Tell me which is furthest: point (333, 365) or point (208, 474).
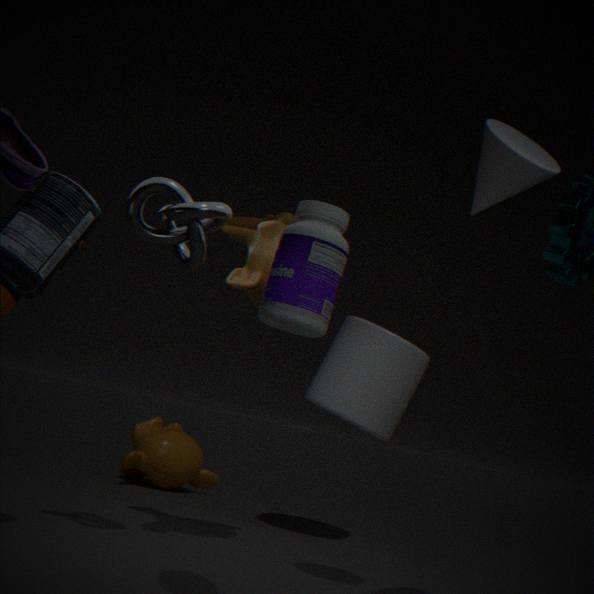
point (208, 474)
